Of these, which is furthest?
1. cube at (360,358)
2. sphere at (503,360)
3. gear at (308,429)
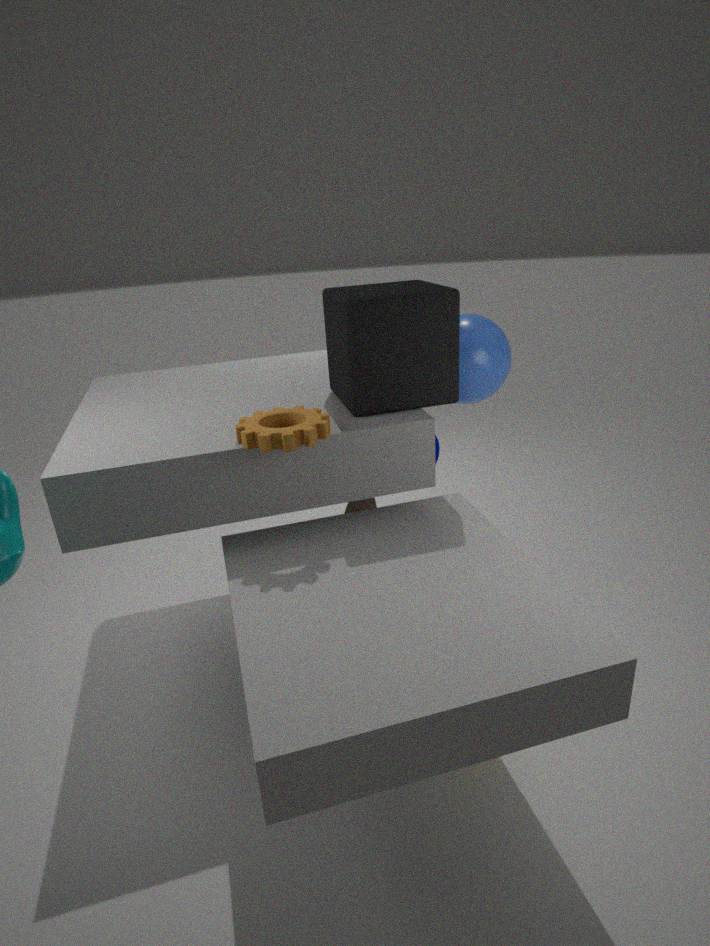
sphere at (503,360)
